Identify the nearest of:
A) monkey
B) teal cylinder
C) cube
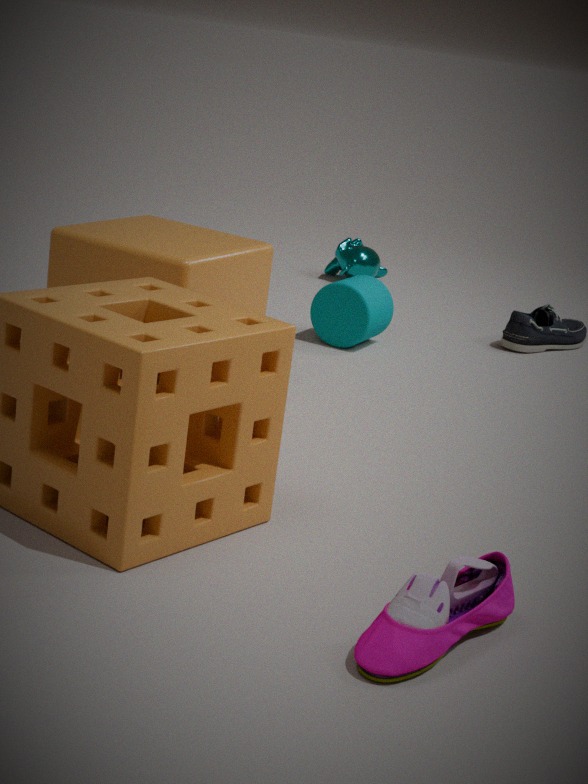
cube
